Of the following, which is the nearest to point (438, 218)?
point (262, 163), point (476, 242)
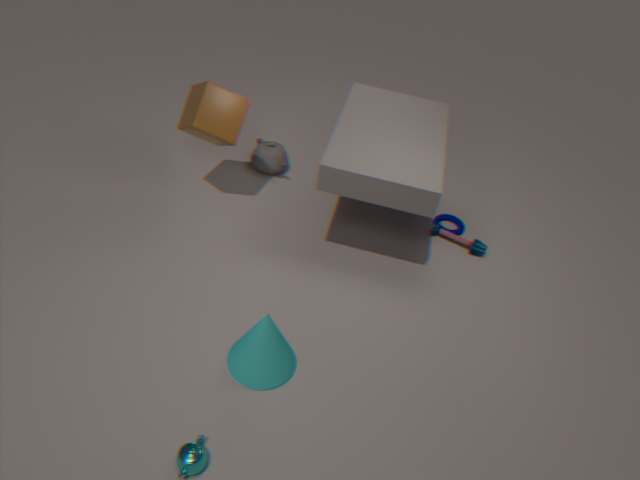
point (476, 242)
